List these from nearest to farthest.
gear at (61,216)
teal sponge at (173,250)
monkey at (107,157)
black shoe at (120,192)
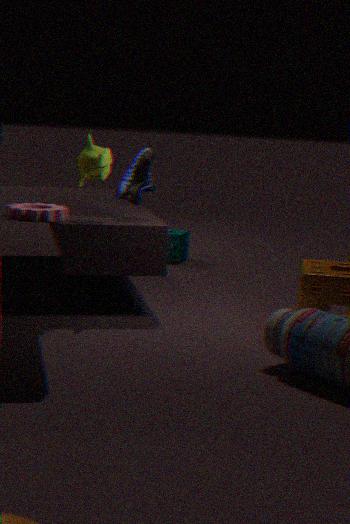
gear at (61,216) → monkey at (107,157) → black shoe at (120,192) → teal sponge at (173,250)
